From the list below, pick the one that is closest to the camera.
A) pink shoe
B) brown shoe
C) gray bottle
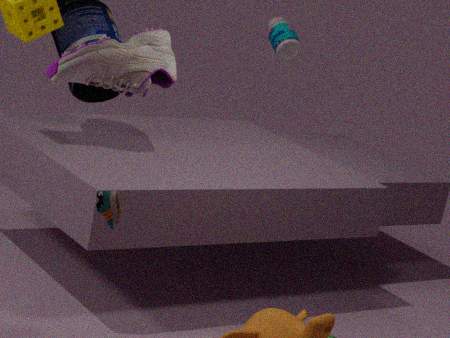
pink shoe
